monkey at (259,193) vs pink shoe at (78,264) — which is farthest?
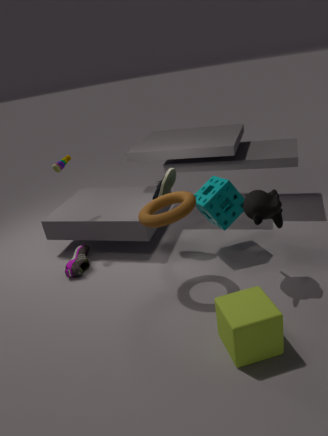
pink shoe at (78,264)
